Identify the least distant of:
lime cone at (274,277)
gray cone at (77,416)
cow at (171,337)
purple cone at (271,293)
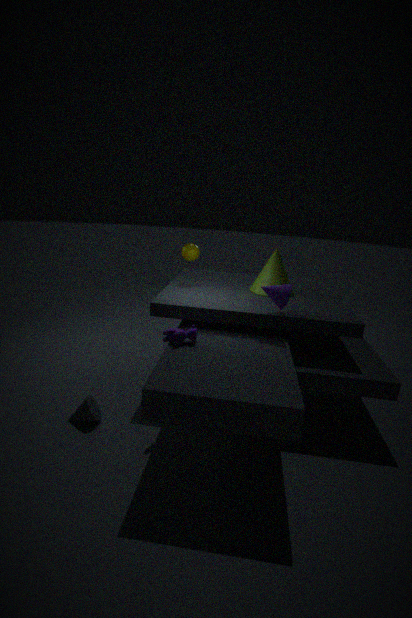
cow at (171,337)
